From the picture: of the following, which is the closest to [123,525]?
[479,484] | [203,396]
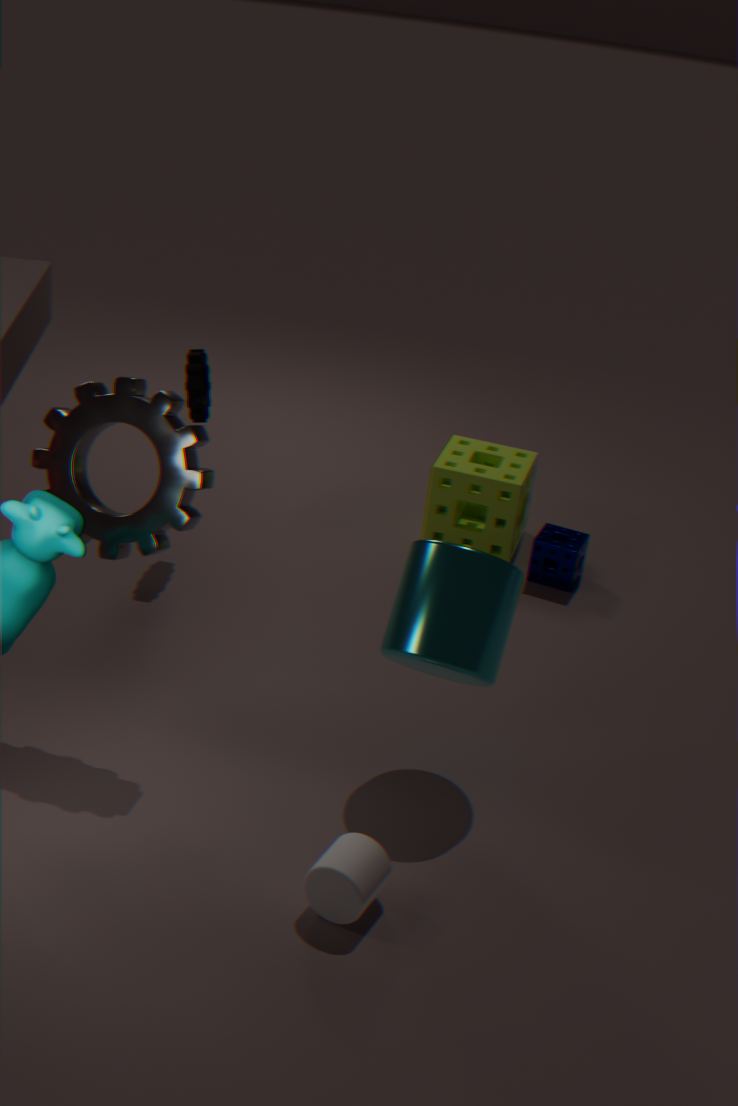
[203,396]
